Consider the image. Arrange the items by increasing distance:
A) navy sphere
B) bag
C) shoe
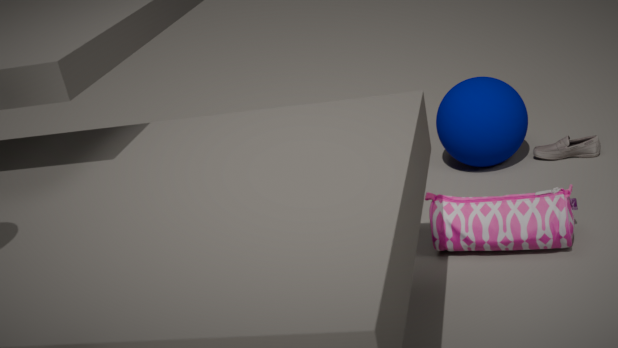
bag → navy sphere → shoe
